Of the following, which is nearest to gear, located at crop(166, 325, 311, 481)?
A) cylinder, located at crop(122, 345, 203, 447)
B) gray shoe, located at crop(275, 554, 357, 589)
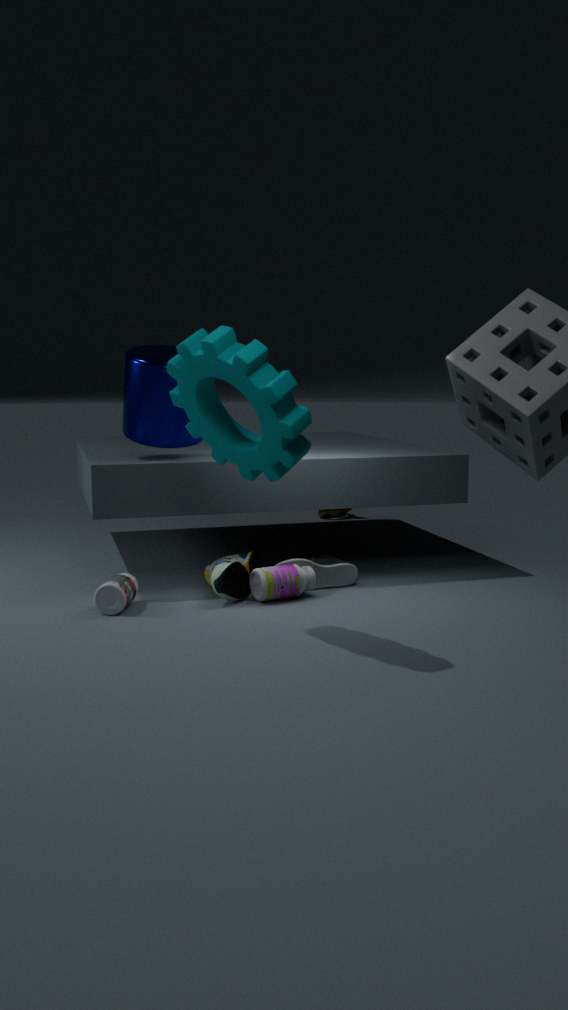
cylinder, located at crop(122, 345, 203, 447)
